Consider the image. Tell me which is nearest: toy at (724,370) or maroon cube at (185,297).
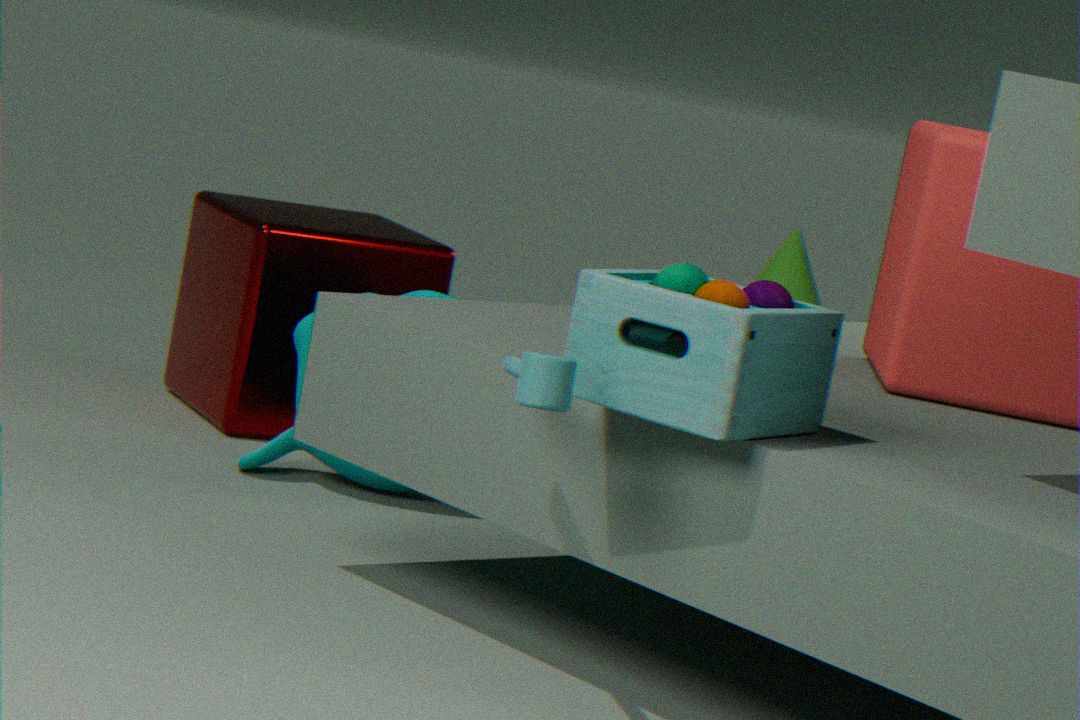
toy at (724,370)
